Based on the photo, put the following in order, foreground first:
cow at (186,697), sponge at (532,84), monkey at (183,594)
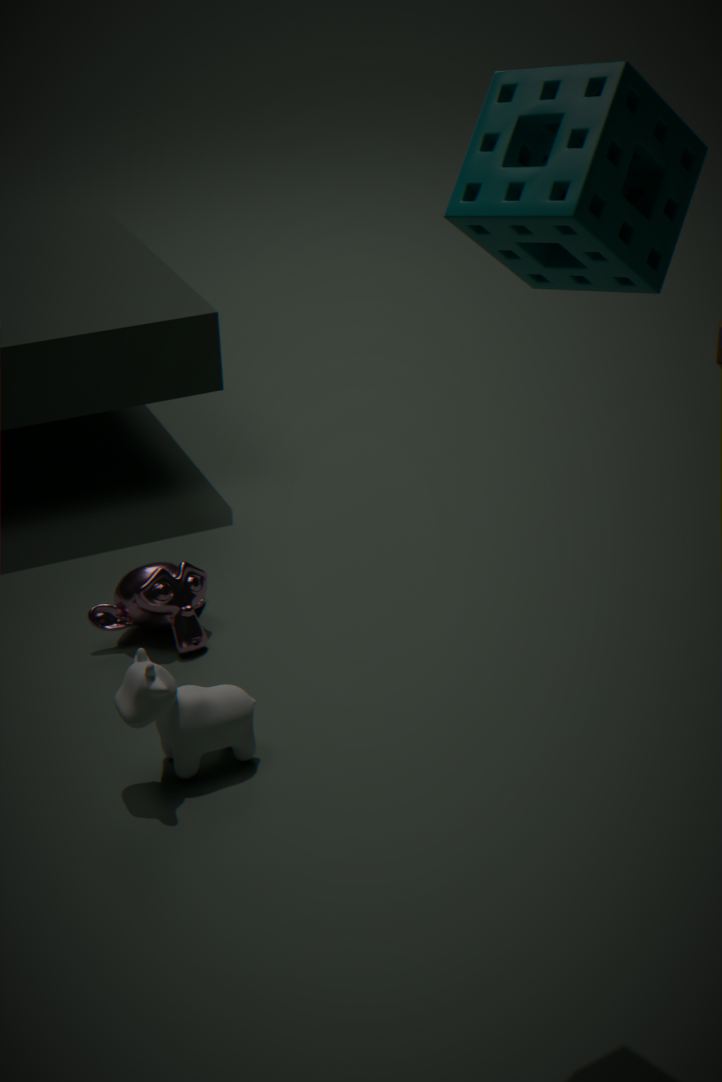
sponge at (532,84)
cow at (186,697)
monkey at (183,594)
